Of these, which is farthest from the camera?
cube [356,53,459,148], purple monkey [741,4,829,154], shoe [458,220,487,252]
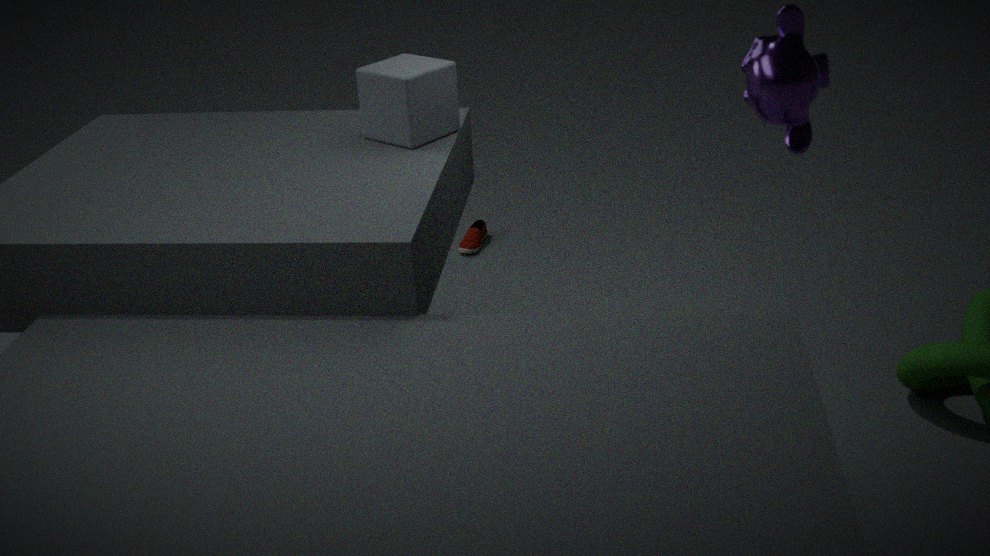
shoe [458,220,487,252]
